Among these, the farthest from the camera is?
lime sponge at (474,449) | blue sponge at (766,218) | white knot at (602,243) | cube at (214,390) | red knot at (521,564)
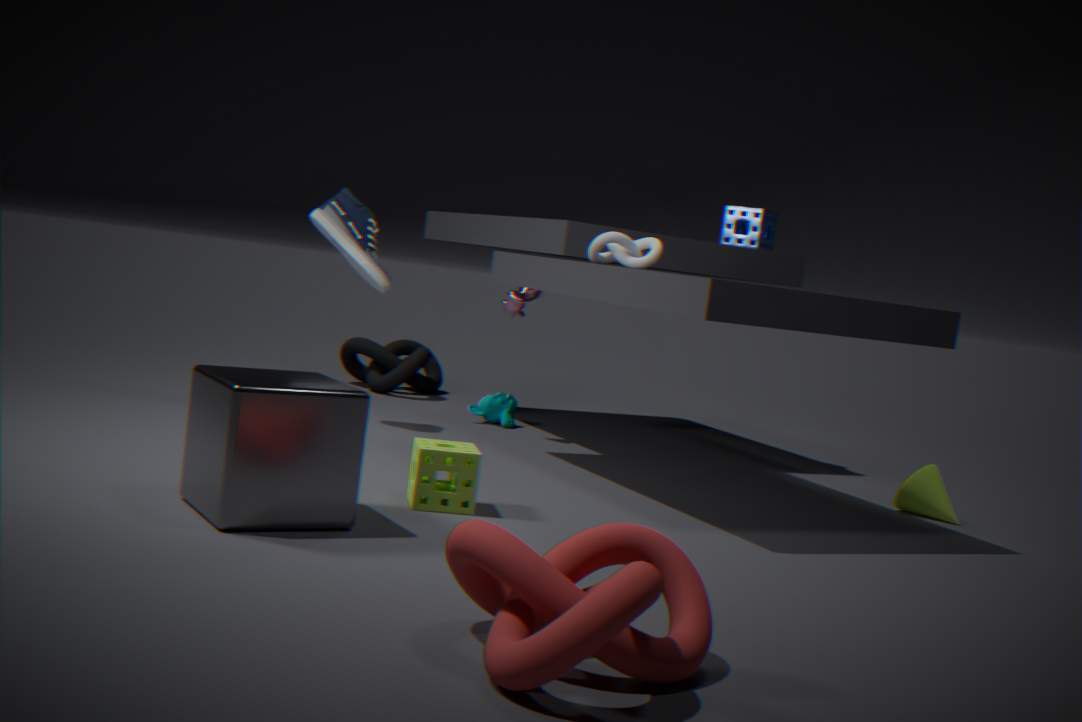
blue sponge at (766,218)
